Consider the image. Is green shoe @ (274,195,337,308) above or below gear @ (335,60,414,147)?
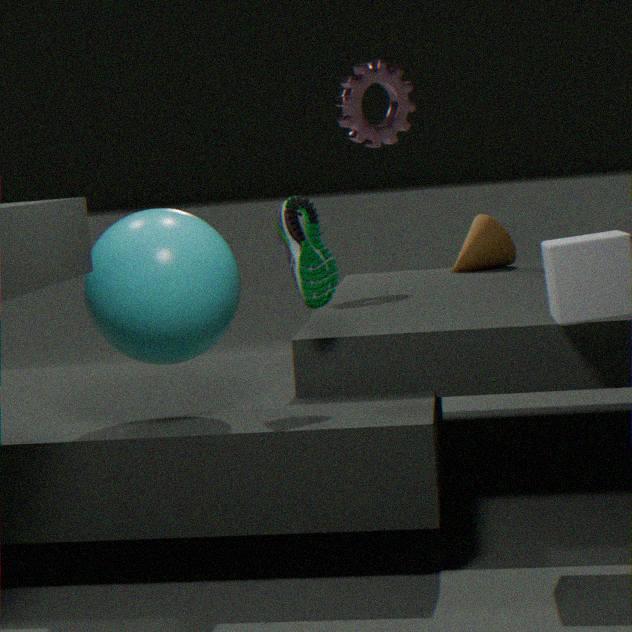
below
